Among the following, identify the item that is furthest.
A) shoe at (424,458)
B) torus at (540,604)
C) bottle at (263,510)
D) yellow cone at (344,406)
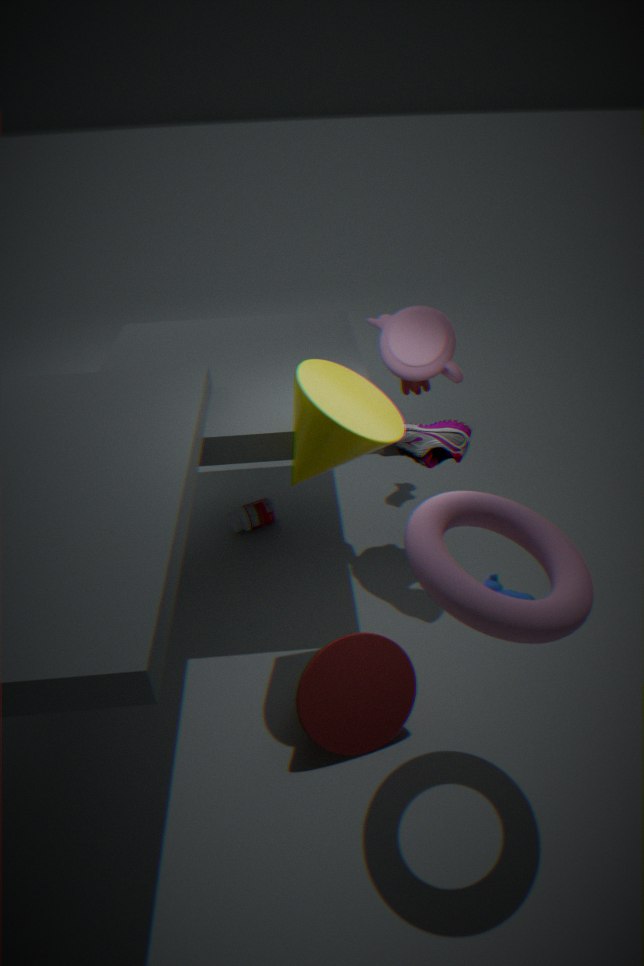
bottle at (263,510)
